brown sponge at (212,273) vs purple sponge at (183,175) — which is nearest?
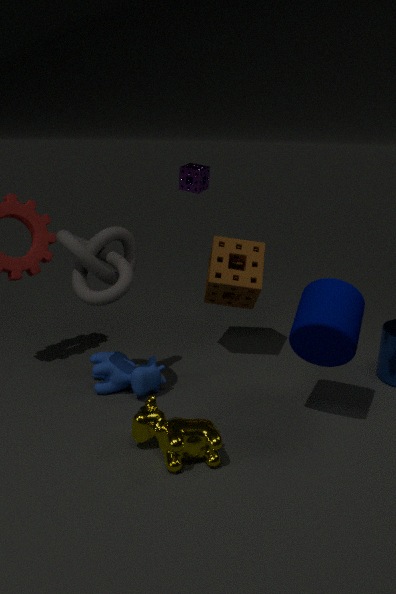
brown sponge at (212,273)
